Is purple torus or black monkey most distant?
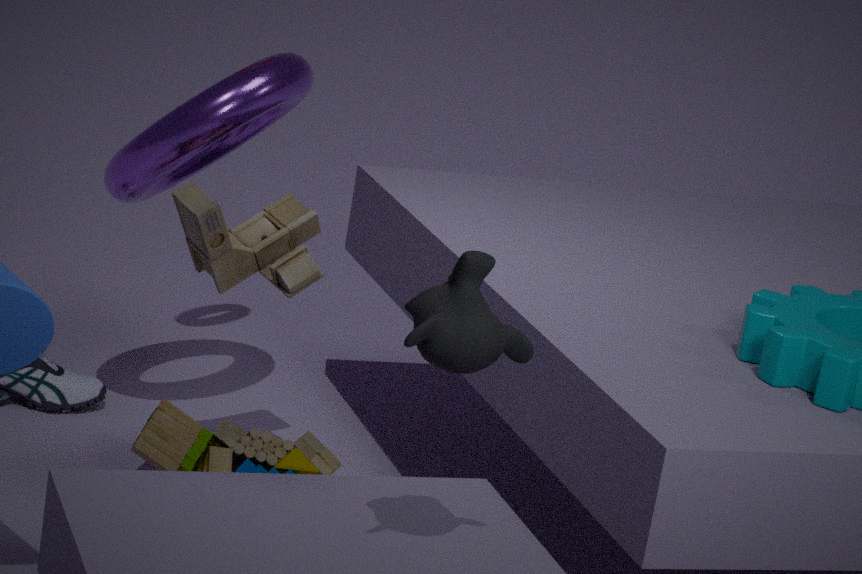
purple torus
